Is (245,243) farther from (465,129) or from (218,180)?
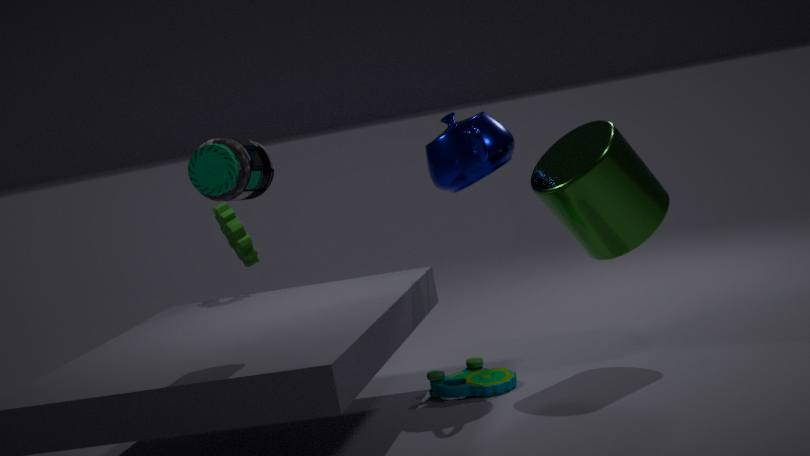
(218,180)
